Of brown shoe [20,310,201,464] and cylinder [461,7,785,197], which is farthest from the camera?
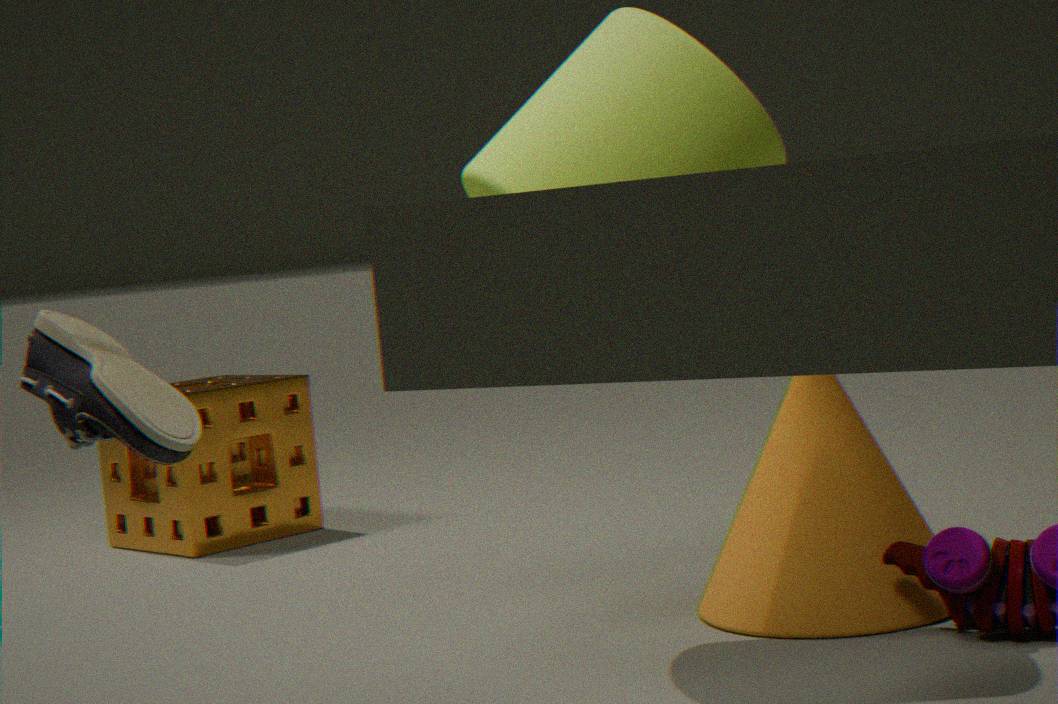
cylinder [461,7,785,197]
